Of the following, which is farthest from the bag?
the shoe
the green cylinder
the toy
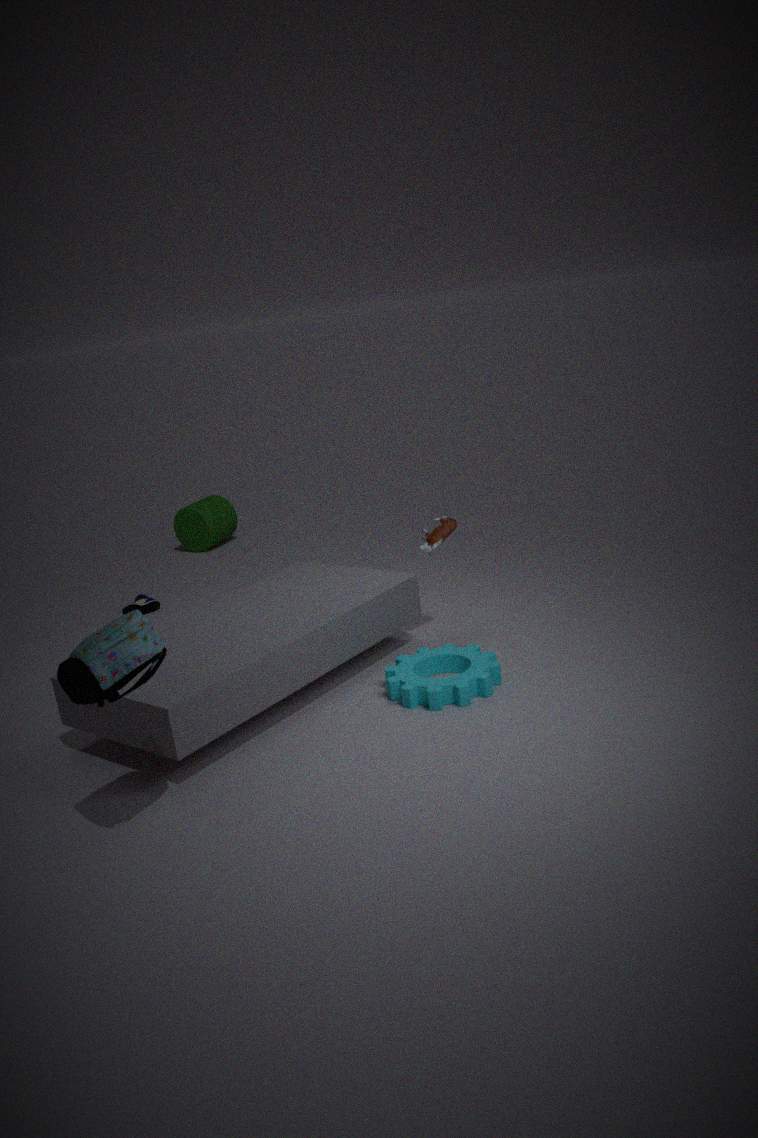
the green cylinder
